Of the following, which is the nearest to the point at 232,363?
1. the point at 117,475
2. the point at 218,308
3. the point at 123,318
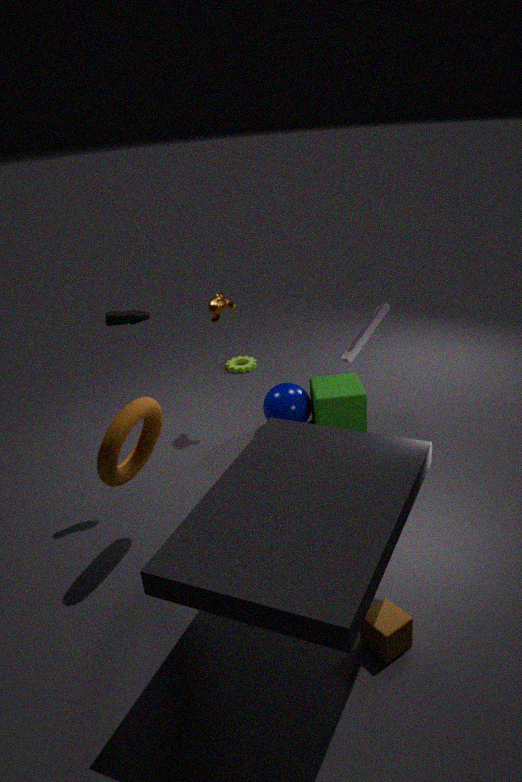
the point at 218,308
